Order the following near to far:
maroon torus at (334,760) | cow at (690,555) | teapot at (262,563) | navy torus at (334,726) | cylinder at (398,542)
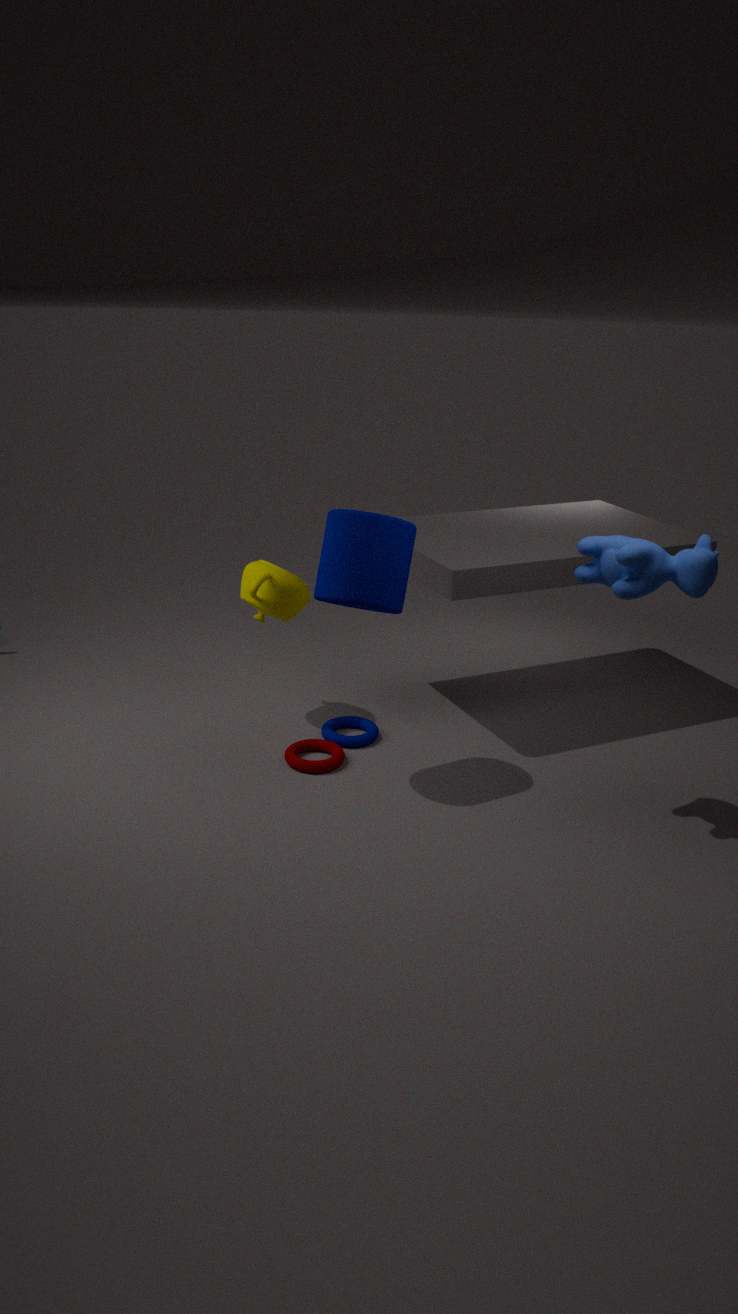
cow at (690,555) → cylinder at (398,542) → maroon torus at (334,760) → teapot at (262,563) → navy torus at (334,726)
